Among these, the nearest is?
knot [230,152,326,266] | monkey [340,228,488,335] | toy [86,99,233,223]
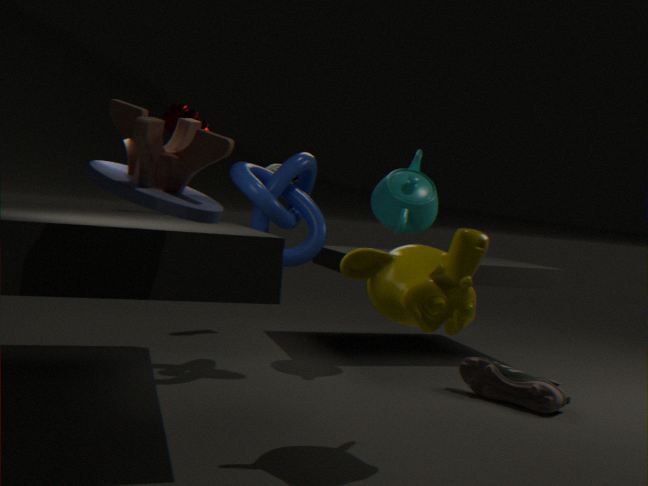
toy [86,99,233,223]
